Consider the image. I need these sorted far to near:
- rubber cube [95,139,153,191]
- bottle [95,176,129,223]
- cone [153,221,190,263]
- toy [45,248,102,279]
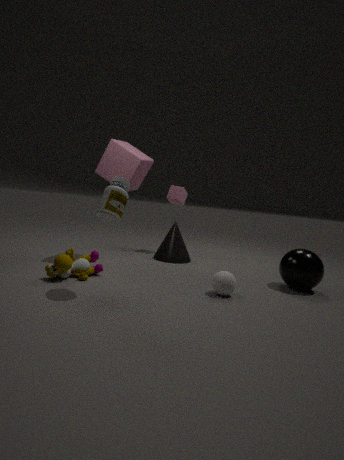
cone [153,221,190,263] < rubber cube [95,139,153,191] < toy [45,248,102,279] < bottle [95,176,129,223]
